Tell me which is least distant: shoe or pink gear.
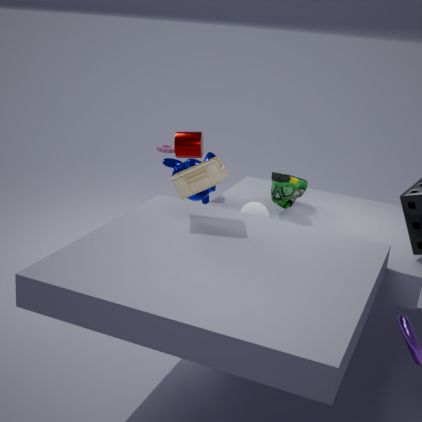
shoe
